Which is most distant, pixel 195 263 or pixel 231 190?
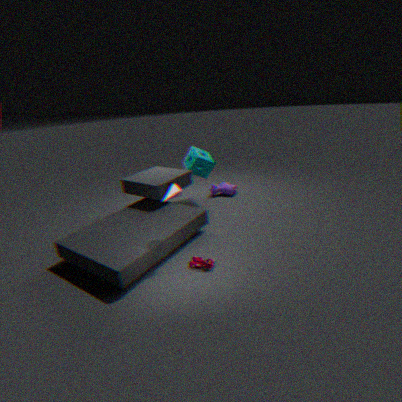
pixel 231 190
